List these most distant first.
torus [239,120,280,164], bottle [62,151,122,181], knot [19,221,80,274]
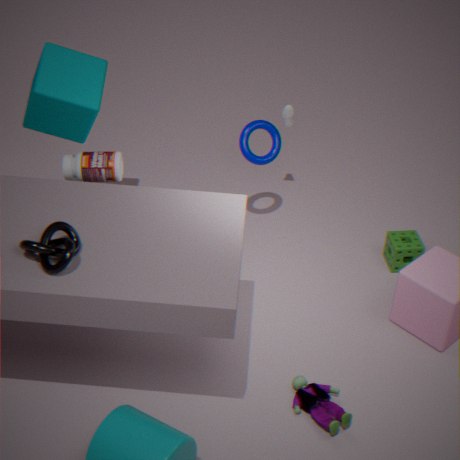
torus [239,120,280,164] → bottle [62,151,122,181] → knot [19,221,80,274]
